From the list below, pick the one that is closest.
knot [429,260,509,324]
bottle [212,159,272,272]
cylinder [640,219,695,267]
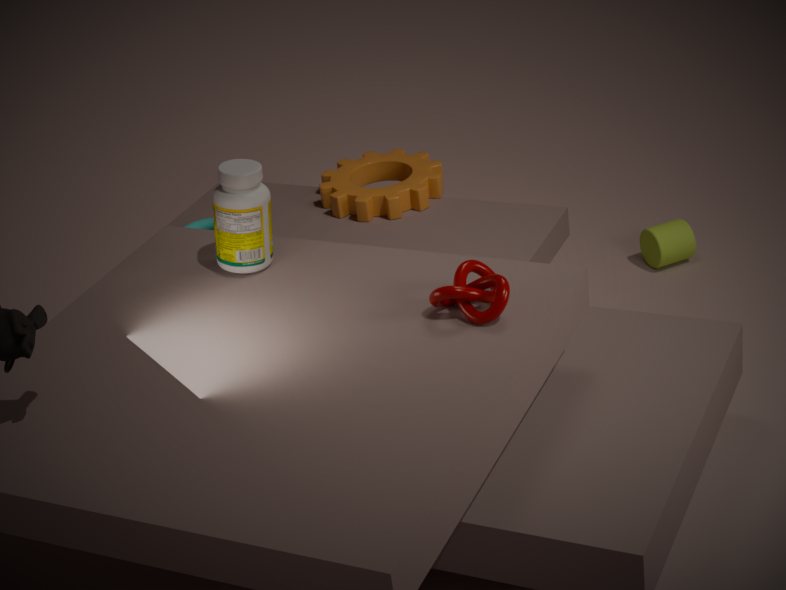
knot [429,260,509,324]
